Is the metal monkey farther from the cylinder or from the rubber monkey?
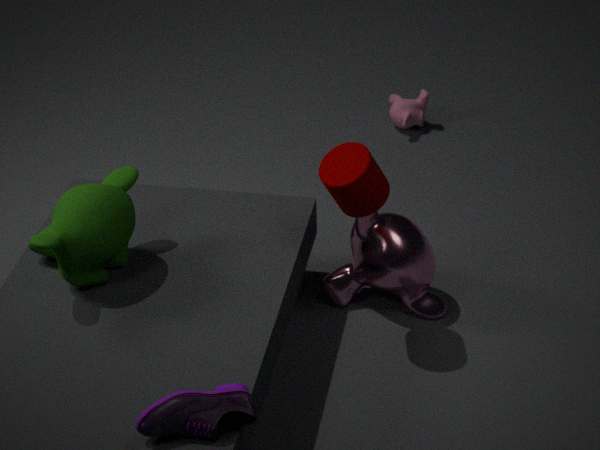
the rubber monkey
